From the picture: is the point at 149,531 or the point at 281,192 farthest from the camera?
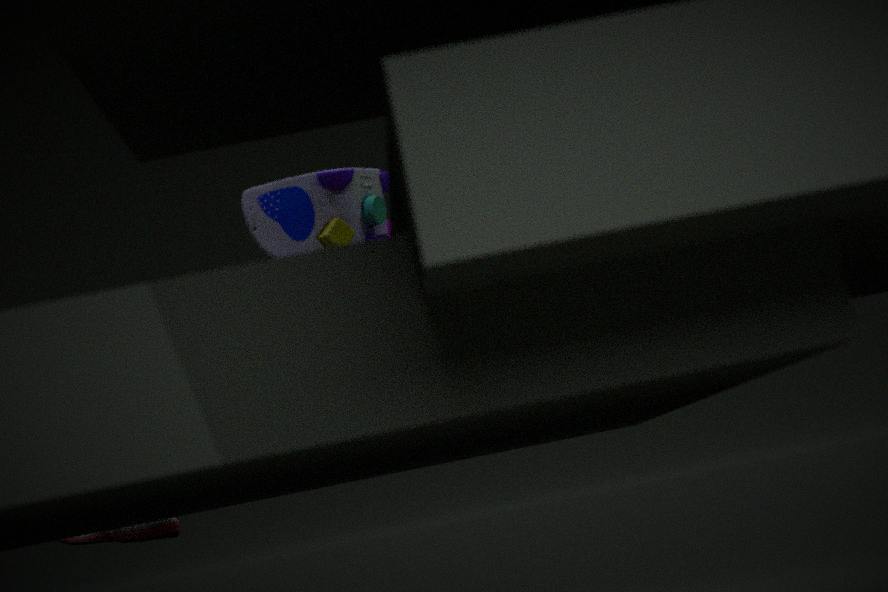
the point at 149,531
